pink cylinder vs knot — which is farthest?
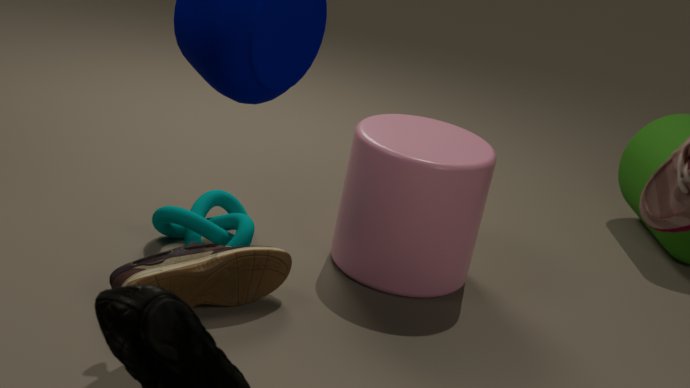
knot
